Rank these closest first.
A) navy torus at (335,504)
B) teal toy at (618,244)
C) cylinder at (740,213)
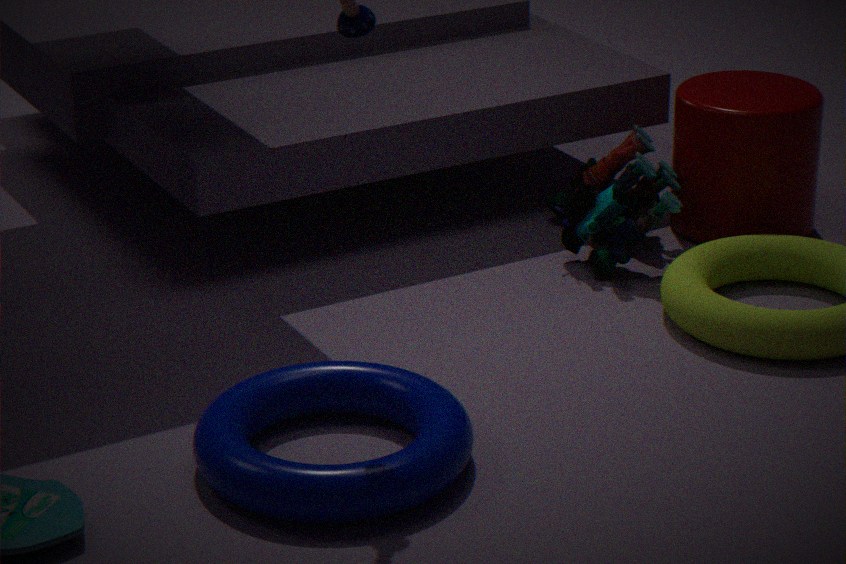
navy torus at (335,504), teal toy at (618,244), cylinder at (740,213)
